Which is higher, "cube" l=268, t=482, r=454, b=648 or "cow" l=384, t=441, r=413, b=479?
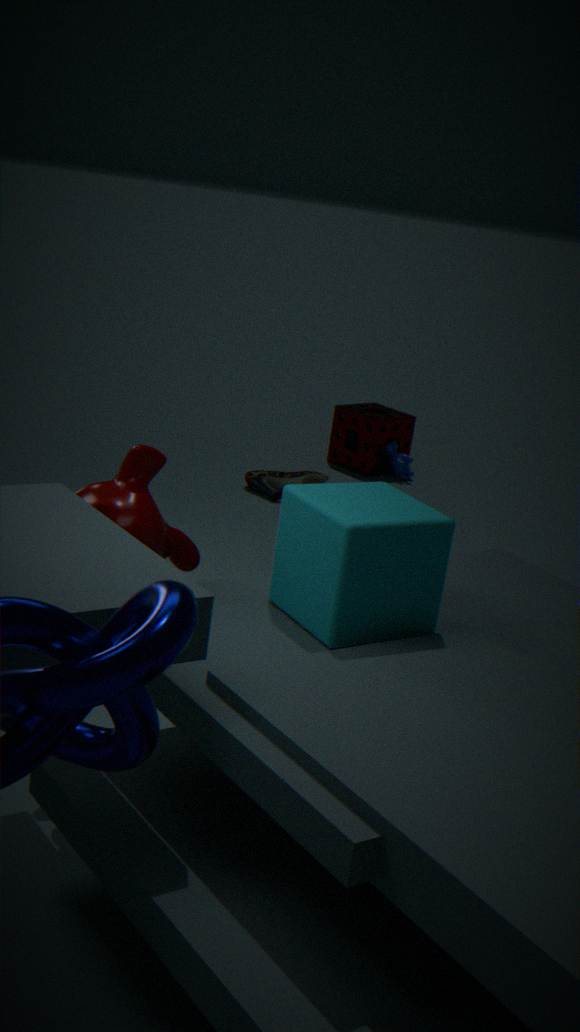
"cube" l=268, t=482, r=454, b=648
